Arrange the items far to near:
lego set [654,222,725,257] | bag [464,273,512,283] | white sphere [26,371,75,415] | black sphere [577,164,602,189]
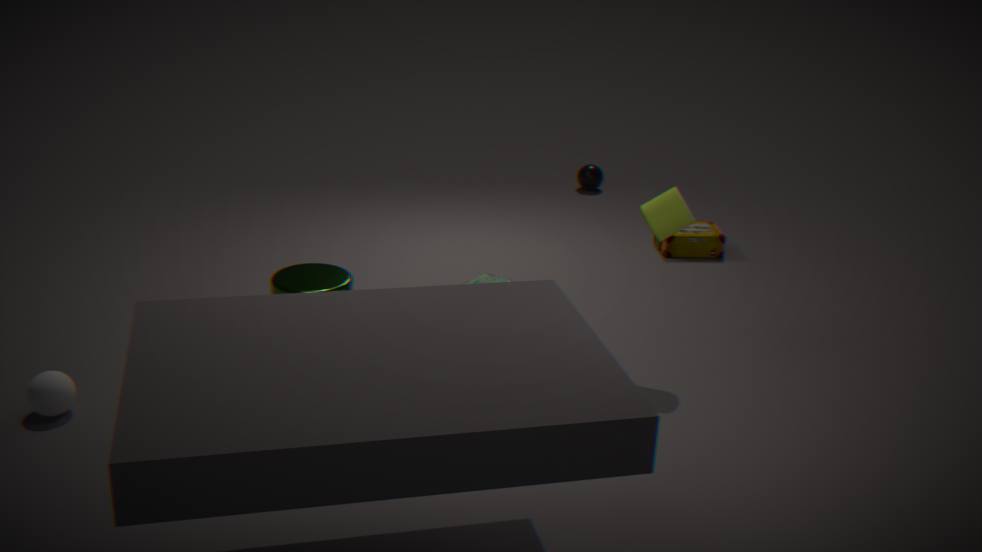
black sphere [577,164,602,189]
lego set [654,222,725,257]
bag [464,273,512,283]
white sphere [26,371,75,415]
